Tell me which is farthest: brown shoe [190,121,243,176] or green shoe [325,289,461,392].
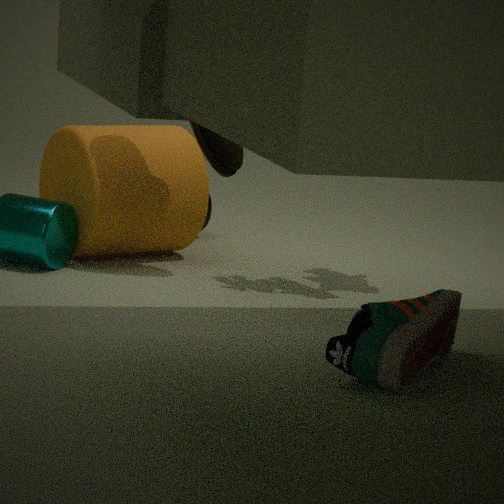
brown shoe [190,121,243,176]
